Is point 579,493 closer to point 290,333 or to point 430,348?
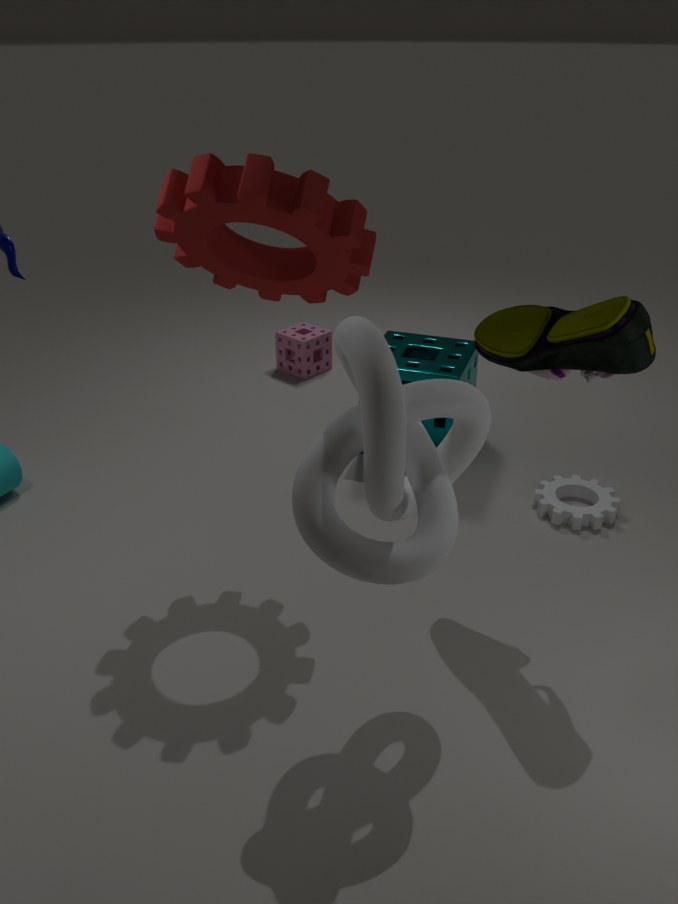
point 430,348
